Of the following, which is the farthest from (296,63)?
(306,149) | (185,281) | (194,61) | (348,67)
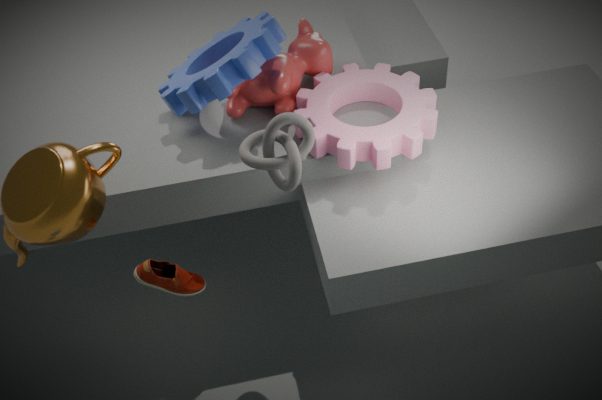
(185,281)
